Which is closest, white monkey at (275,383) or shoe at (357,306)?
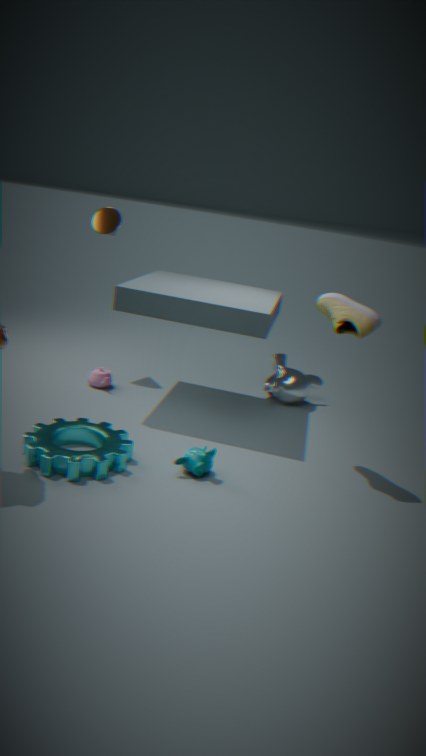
→ shoe at (357,306)
